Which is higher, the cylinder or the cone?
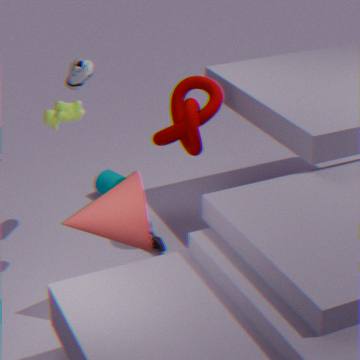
the cone
